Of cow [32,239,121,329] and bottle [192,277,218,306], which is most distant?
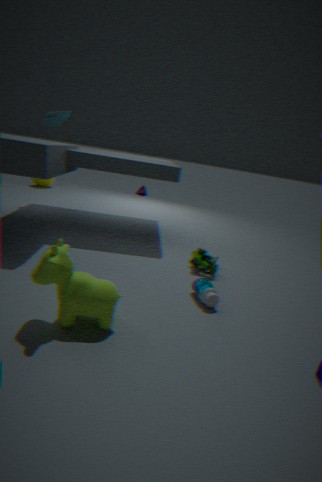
bottle [192,277,218,306]
